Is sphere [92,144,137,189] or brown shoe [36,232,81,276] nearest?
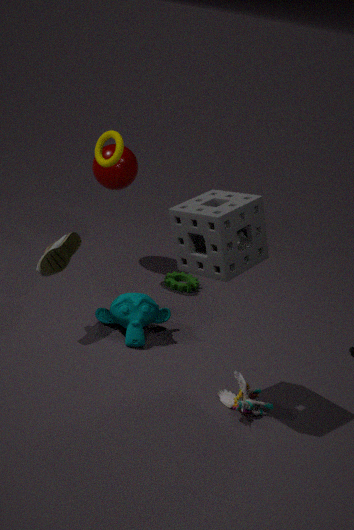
brown shoe [36,232,81,276]
